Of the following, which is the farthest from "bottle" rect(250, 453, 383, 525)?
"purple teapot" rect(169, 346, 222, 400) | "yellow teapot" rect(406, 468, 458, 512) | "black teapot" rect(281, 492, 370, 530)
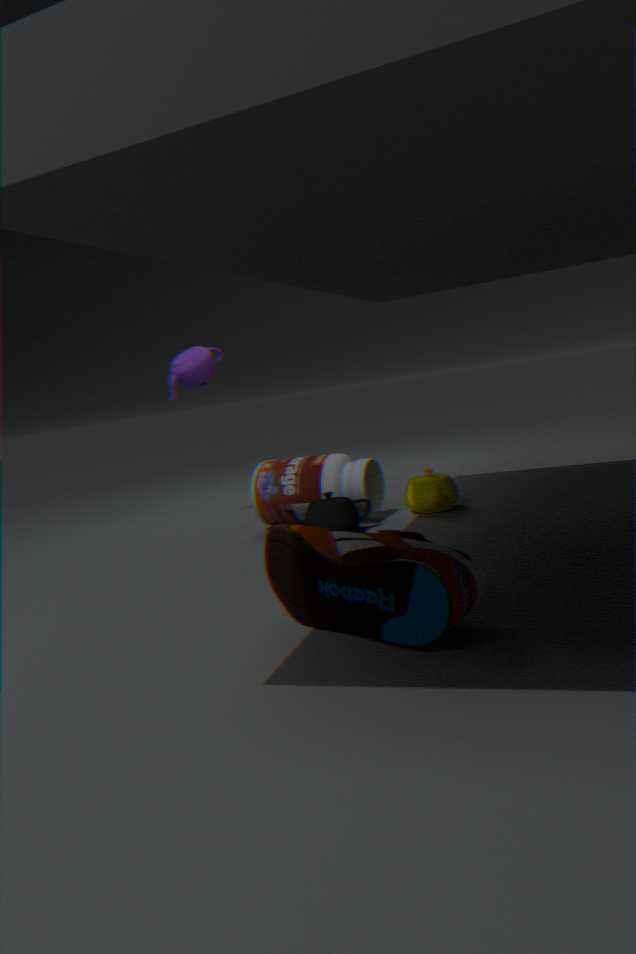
"purple teapot" rect(169, 346, 222, 400)
